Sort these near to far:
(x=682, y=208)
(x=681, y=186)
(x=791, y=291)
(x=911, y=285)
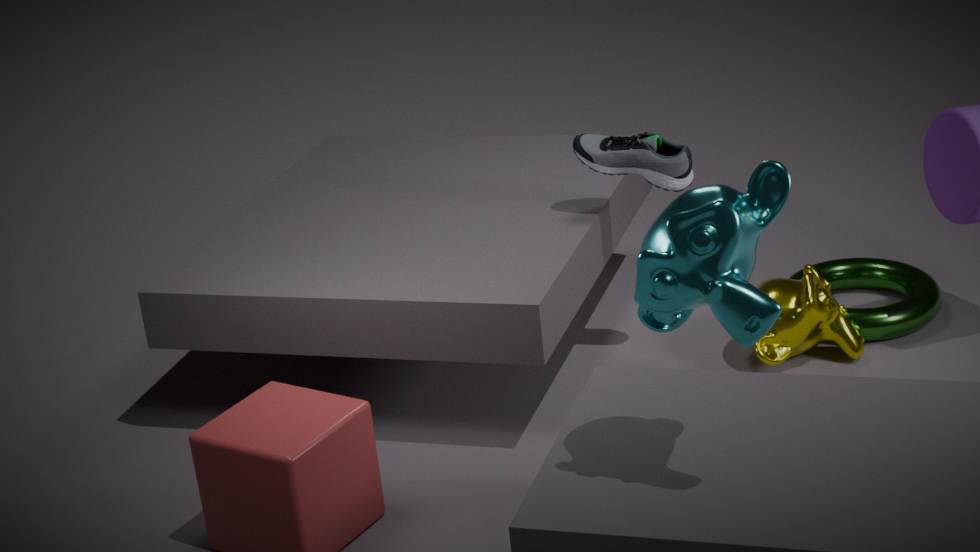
(x=682, y=208)
(x=681, y=186)
(x=791, y=291)
(x=911, y=285)
